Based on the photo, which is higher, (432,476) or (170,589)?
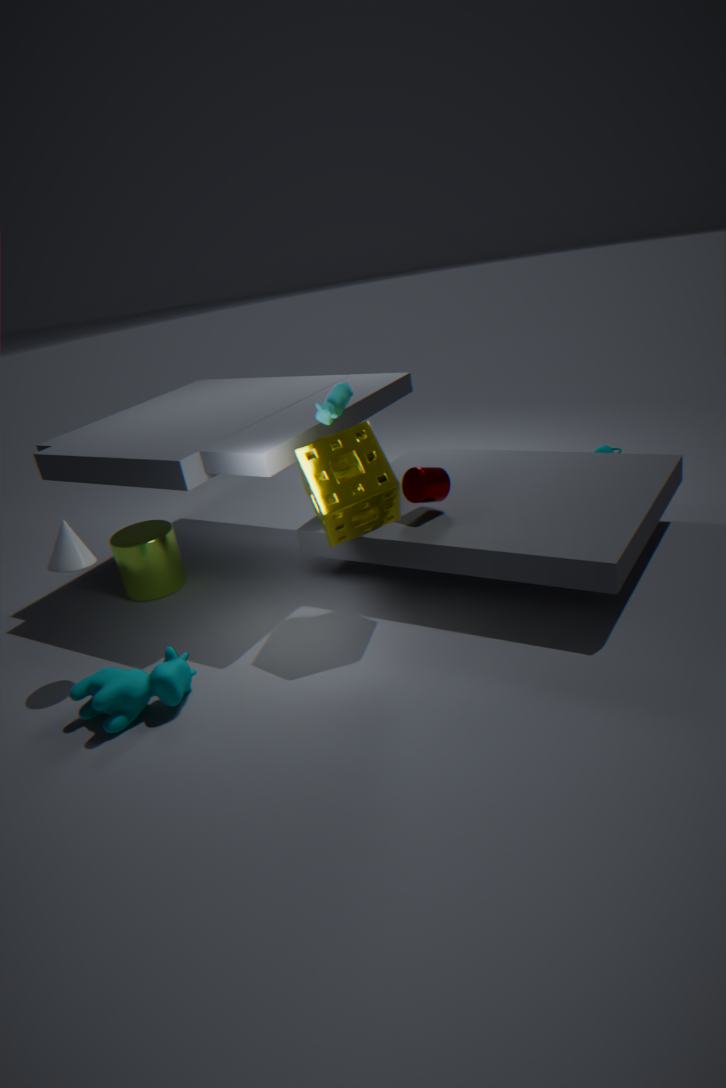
(432,476)
